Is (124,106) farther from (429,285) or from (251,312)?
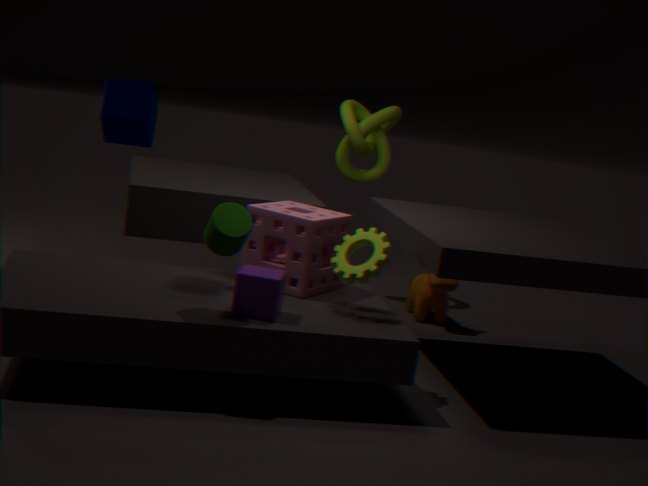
(429,285)
